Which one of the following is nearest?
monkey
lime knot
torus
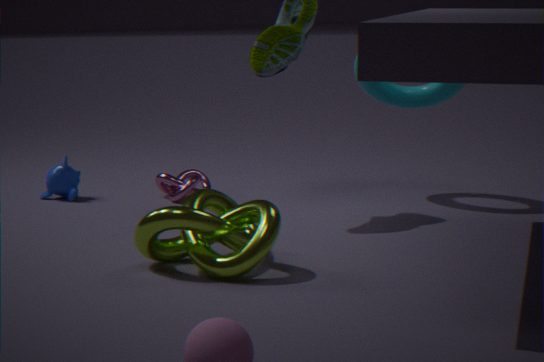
lime knot
